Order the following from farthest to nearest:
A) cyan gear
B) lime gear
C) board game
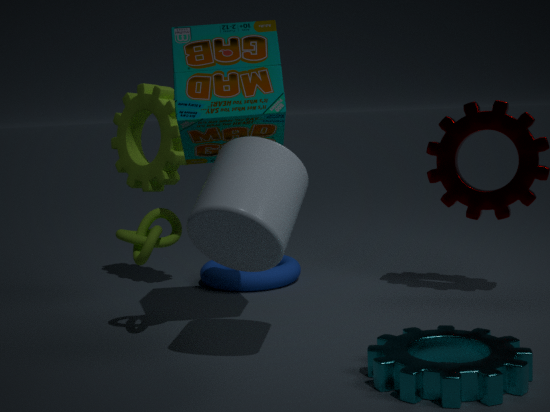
1. lime gear
2. board game
3. cyan gear
